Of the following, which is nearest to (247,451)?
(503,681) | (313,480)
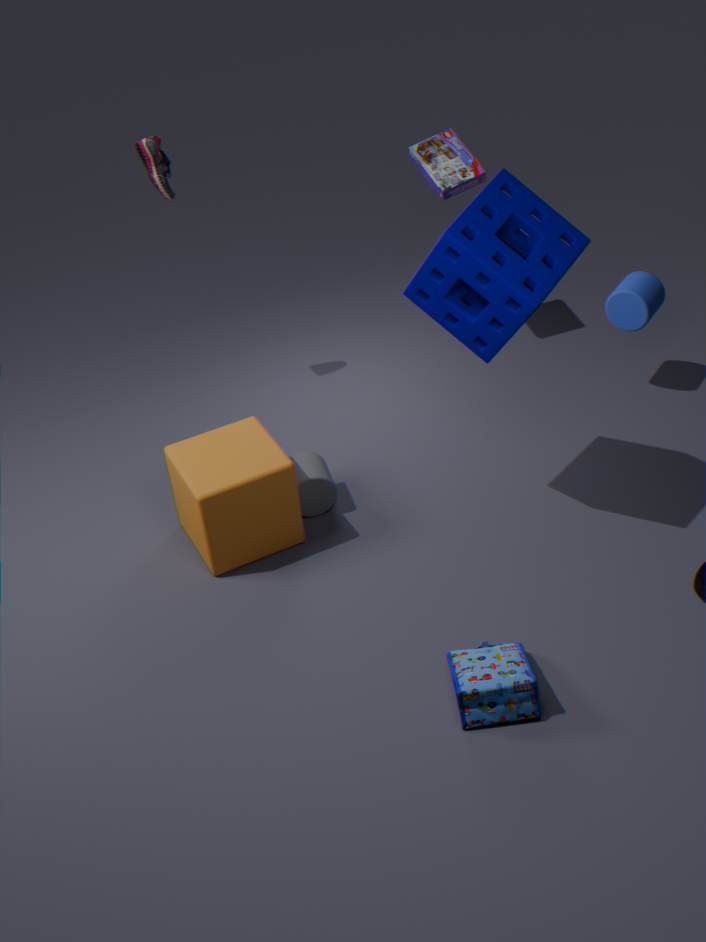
(313,480)
